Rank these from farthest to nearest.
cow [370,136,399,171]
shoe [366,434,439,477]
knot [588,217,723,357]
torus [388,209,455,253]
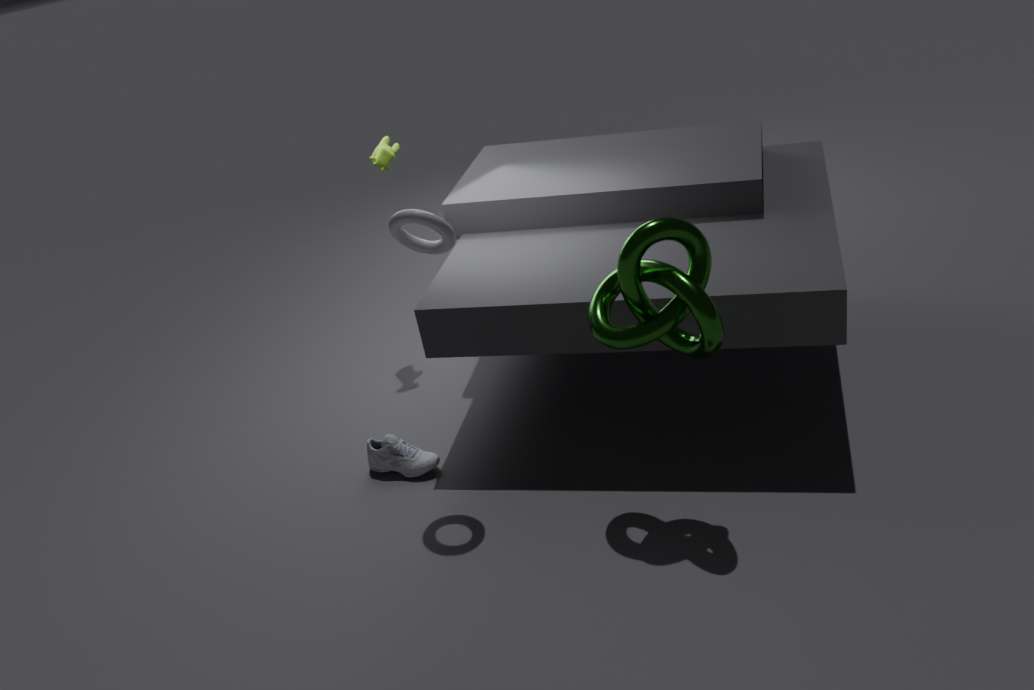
1. cow [370,136,399,171]
2. shoe [366,434,439,477]
3. torus [388,209,455,253]
4. knot [588,217,723,357]
